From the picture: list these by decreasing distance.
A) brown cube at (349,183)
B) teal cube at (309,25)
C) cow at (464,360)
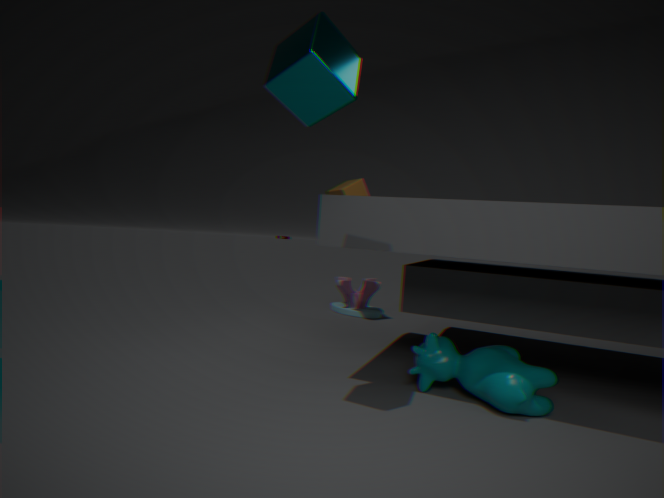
brown cube at (349,183) < cow at (464,360) < teal cube at (309,25)
